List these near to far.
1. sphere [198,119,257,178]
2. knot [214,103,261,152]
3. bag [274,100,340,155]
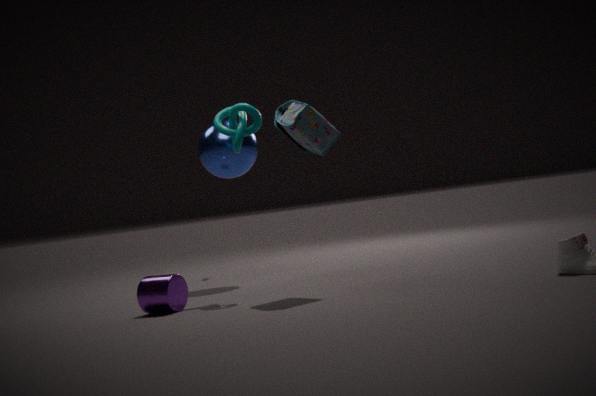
bag [274,100,340,155] → knot [214,103,261,152] → sphere [198,119,257,178]
